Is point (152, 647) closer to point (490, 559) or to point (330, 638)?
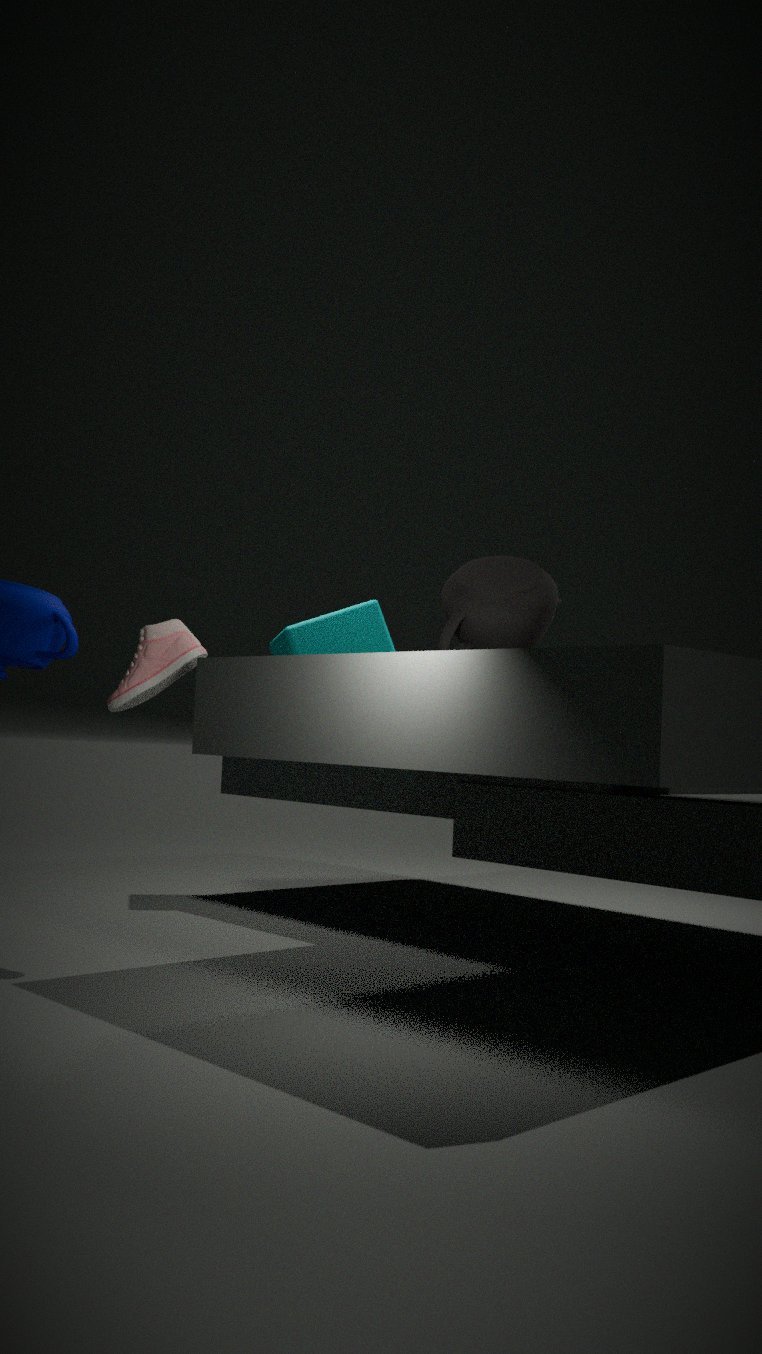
point (490, 559)
